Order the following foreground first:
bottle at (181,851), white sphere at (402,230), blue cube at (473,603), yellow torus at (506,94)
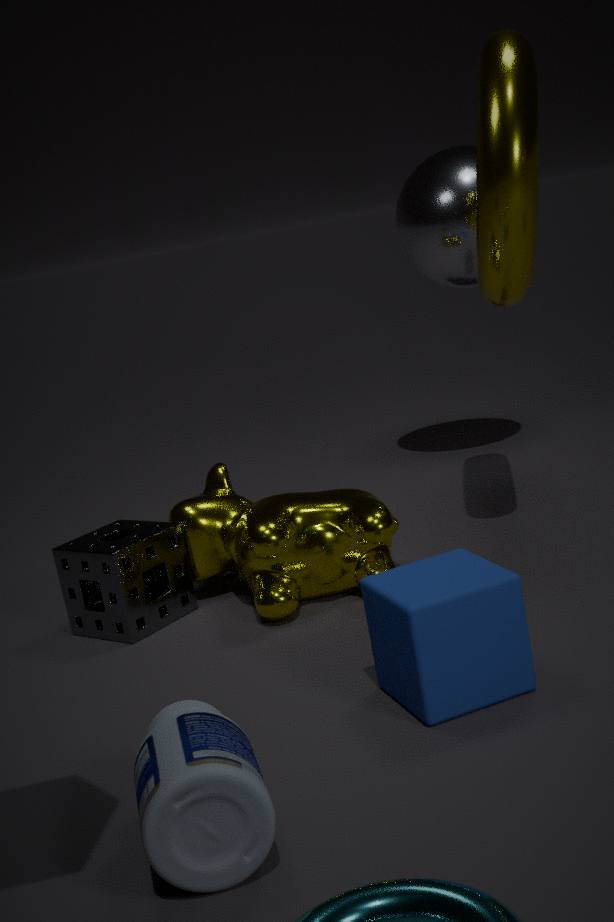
bottle at (181,851) < blue cube at (473,603) < yellow torus at (506,94) < white sphere at (402,230)
